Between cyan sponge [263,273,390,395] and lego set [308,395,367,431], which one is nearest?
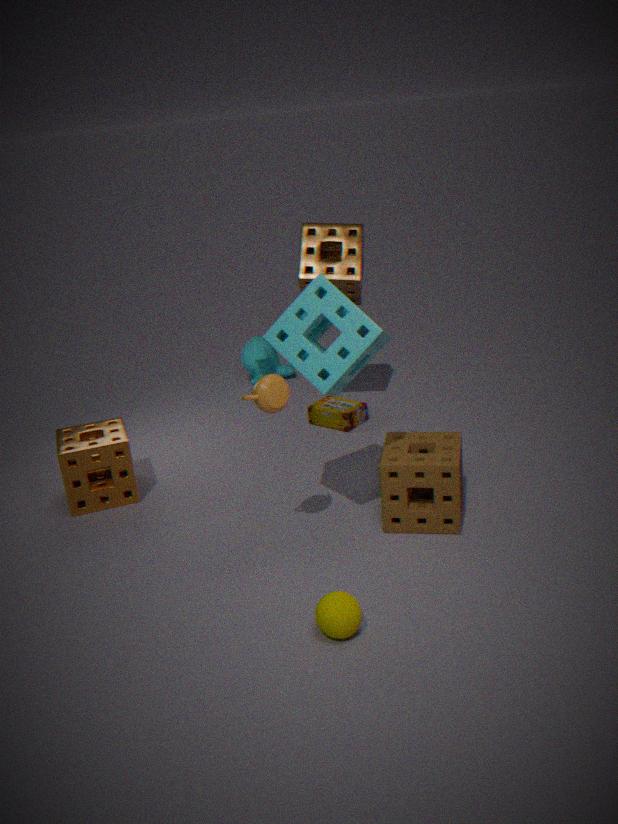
cyan sponge [263,273,390,395]
